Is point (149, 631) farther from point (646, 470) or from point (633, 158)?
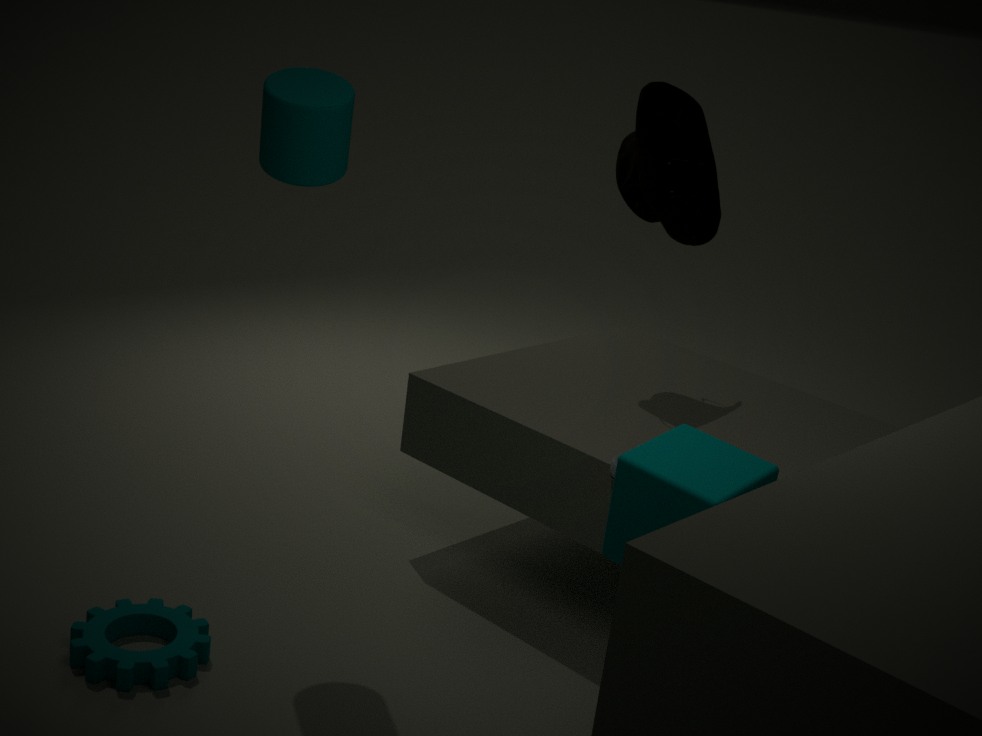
point (633, 158)
